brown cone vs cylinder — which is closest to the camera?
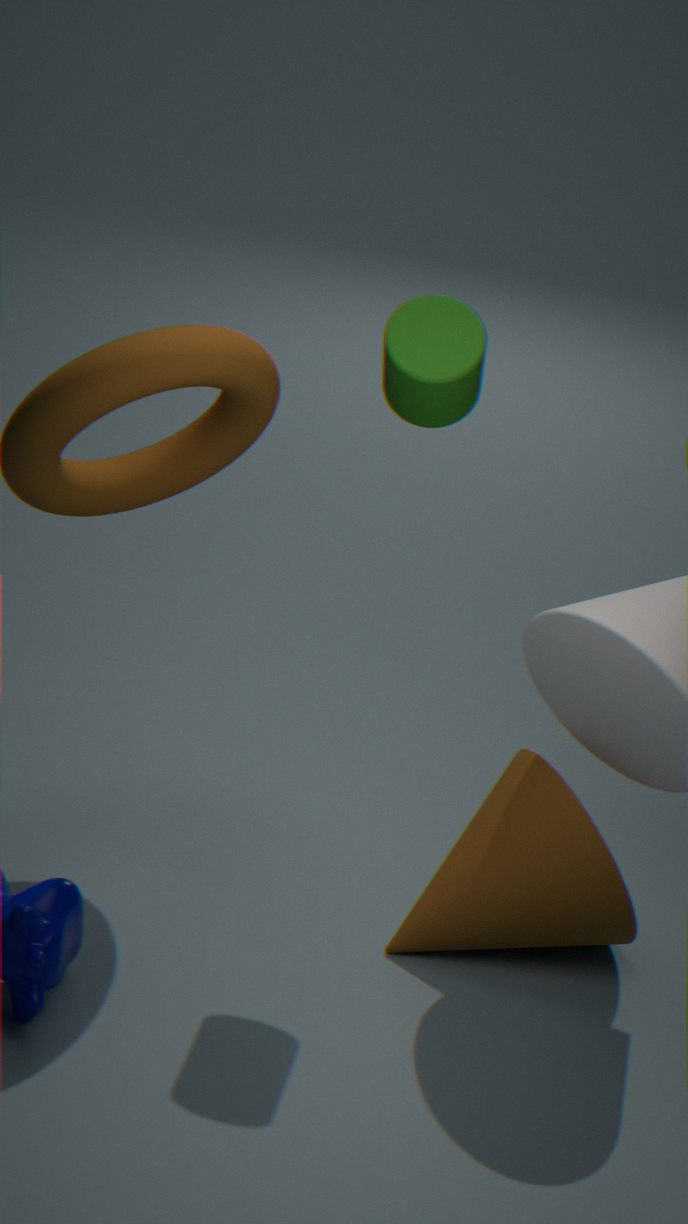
cylinder
